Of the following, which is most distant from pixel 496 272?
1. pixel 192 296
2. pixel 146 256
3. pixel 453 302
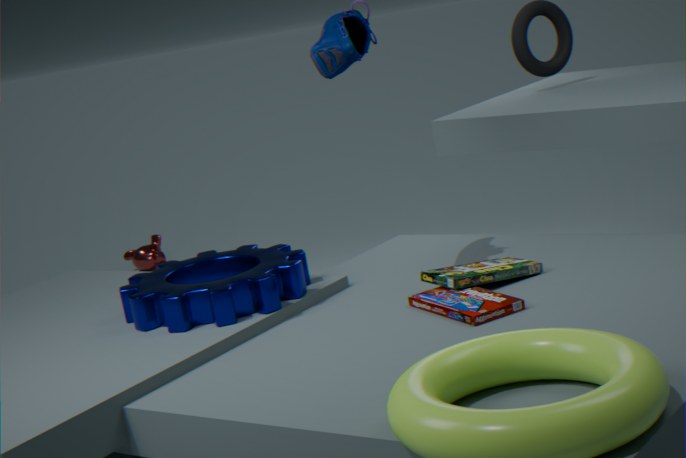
pixel 146 256
